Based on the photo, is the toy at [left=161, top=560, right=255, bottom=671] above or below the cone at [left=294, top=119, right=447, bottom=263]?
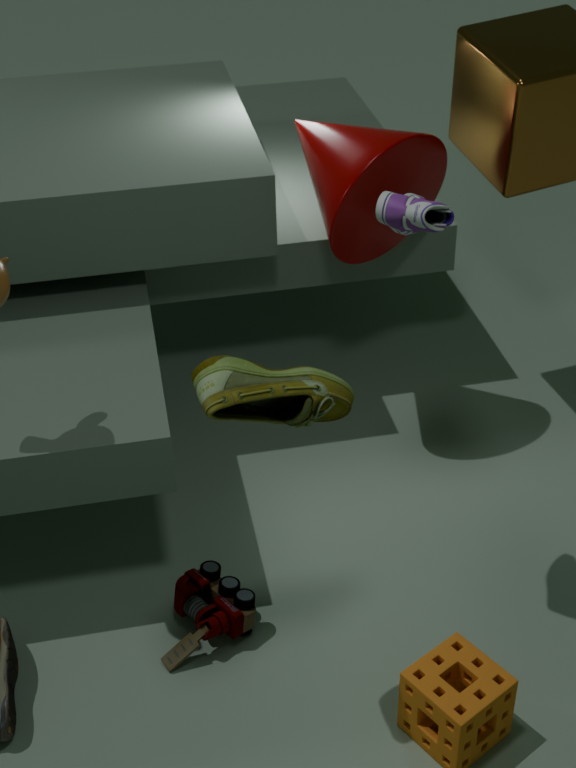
below
